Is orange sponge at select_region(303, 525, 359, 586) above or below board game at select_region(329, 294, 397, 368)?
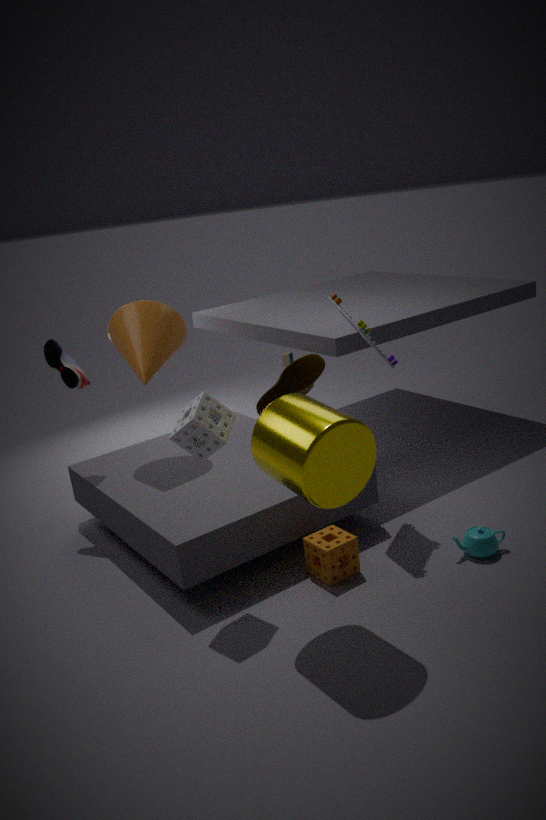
below
